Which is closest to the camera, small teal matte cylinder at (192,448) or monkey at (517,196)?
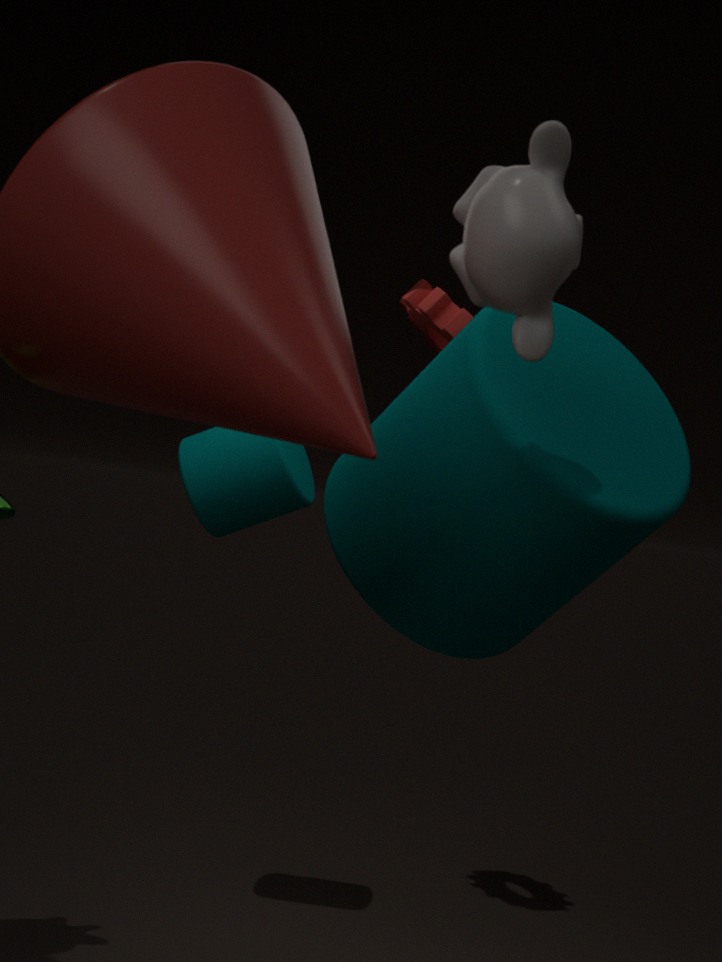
monkey at (517,196)
